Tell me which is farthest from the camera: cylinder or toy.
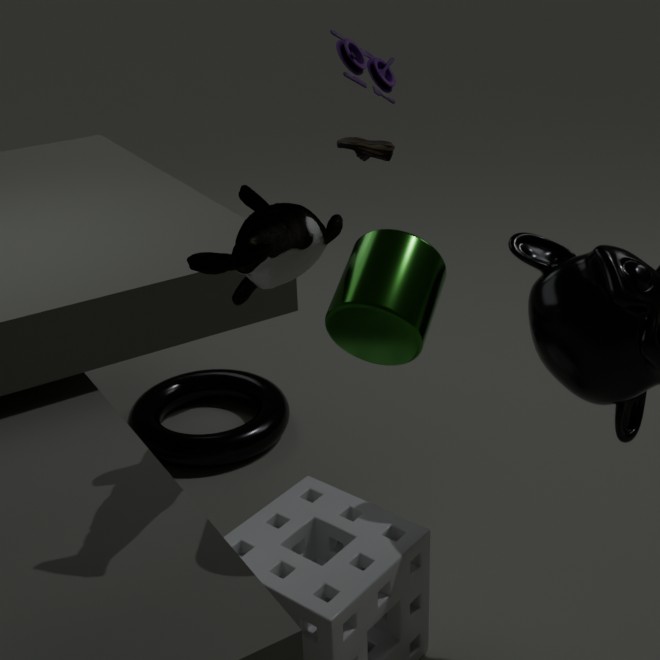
toy
